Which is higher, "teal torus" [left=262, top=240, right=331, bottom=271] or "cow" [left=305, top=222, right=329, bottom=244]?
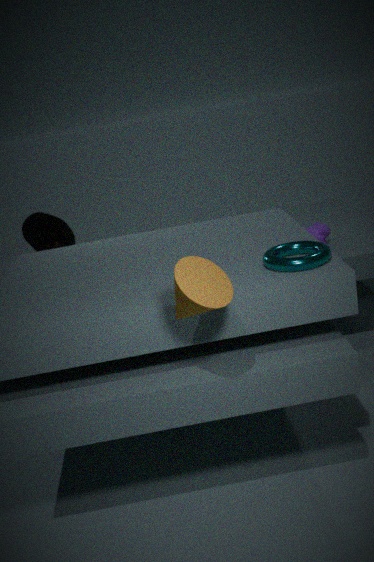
"teal torus" [left=262, top=240, right=331, bottom=271]
